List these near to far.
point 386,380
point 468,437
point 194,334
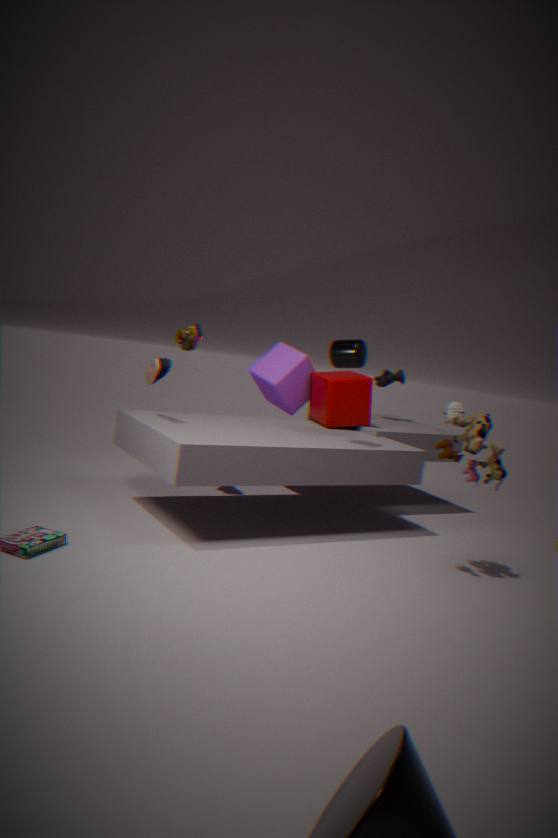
point 468,437 → point 194,334 → point 386,380
